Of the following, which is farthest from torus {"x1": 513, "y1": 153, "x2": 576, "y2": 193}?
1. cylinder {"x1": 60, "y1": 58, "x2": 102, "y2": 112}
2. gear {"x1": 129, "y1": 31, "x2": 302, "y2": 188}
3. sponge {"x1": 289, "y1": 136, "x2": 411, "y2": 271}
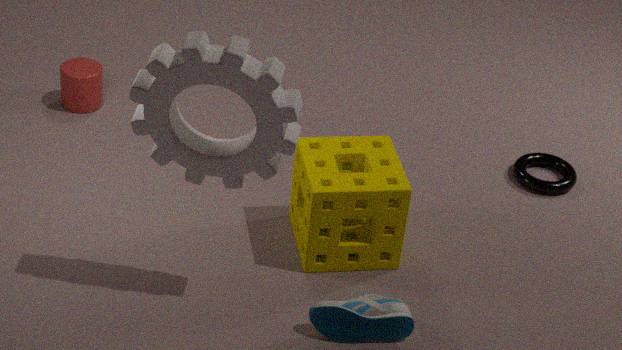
cylinder {"x1": 60, "y1": 58, "x2": 102, "y2": 112}
